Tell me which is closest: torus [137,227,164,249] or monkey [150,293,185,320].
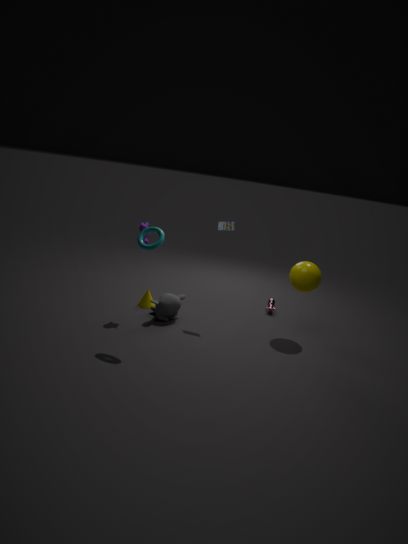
torus [137,227,164,249]
